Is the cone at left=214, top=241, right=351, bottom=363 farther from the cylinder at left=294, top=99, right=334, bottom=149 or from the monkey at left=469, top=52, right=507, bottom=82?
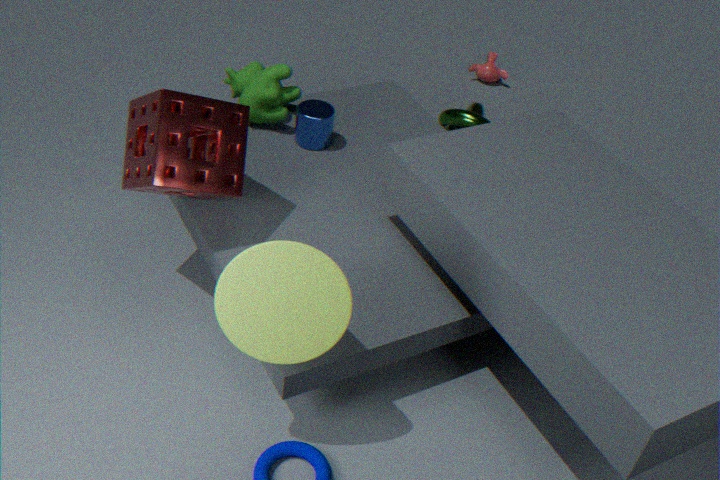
the monkey at left=469, top=52, right=507, bottom=82
